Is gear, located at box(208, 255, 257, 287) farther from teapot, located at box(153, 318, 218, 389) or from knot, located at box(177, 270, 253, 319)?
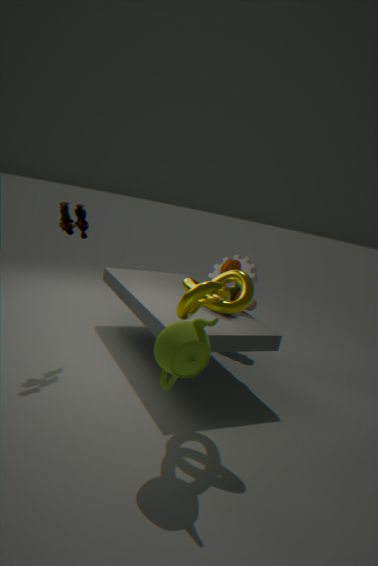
teapot, located at box(153, 318, 218, 389)
